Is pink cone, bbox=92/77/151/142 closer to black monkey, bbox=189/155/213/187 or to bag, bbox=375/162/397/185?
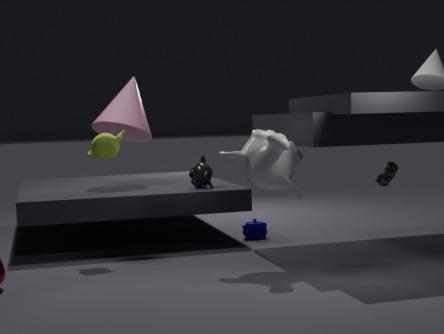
black monkey, bbox=189/155/213/187
